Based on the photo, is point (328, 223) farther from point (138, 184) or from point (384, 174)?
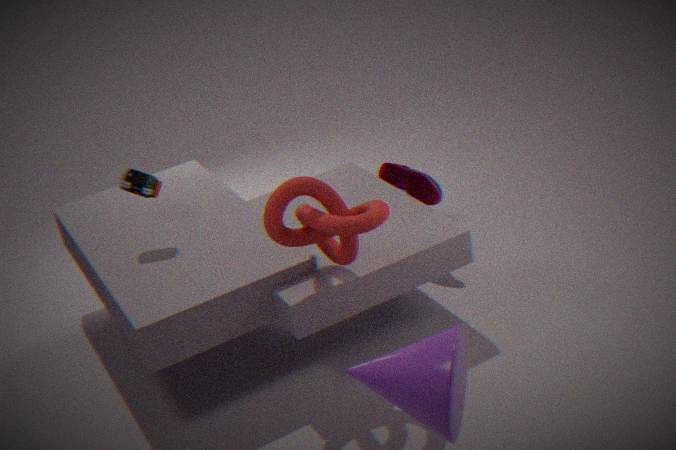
point (384, 174)
